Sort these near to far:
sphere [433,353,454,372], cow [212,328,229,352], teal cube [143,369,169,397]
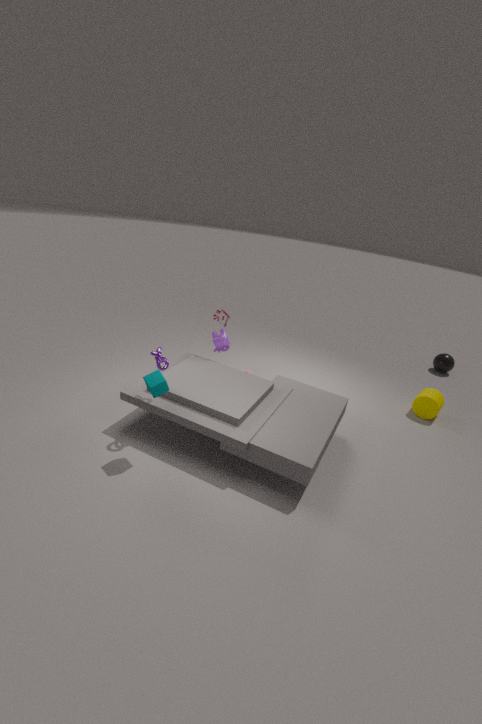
teal cube [143,369,169,397], cow [212,328,229,352], sphere [433,353,454,372]
